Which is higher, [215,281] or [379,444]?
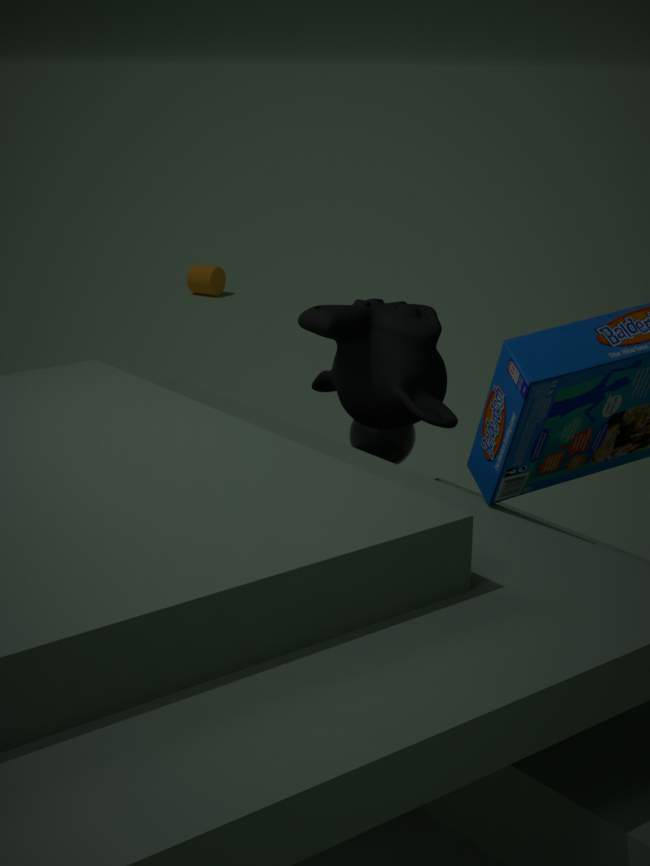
[379,444]
